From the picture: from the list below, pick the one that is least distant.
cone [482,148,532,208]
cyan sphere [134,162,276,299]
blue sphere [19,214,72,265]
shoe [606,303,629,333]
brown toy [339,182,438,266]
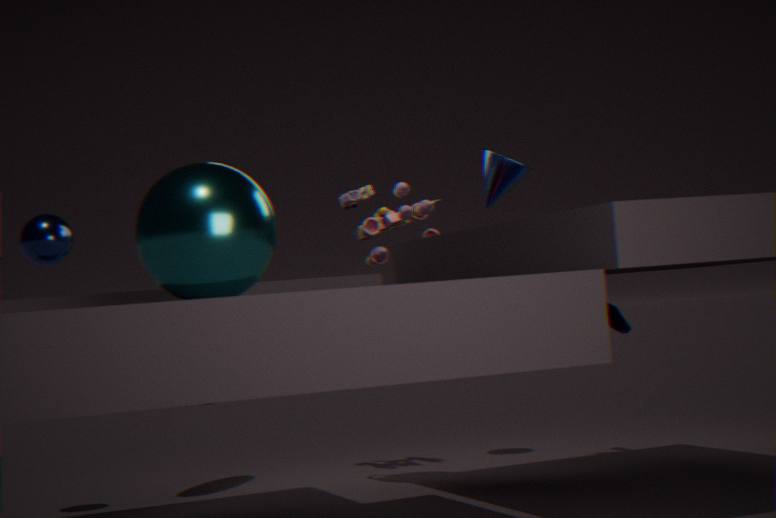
cyan sphere [134,162,276,299]
